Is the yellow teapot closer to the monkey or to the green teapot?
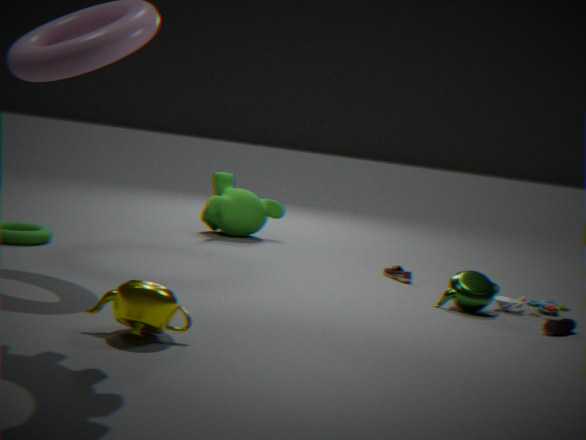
the green teapot
